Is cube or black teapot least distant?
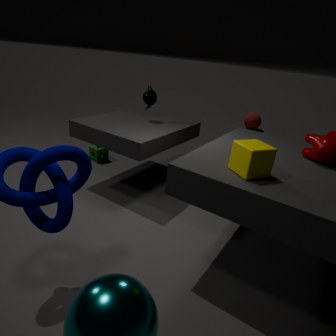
cube
